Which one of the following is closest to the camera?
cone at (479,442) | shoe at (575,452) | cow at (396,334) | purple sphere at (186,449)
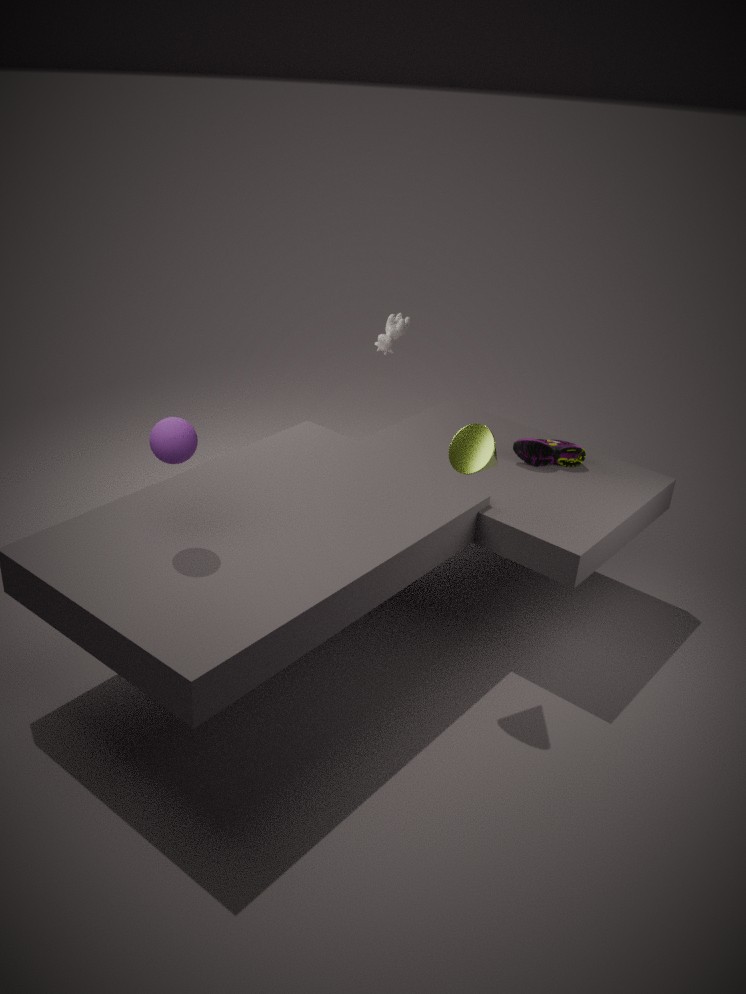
purple sphere at (186,449)
